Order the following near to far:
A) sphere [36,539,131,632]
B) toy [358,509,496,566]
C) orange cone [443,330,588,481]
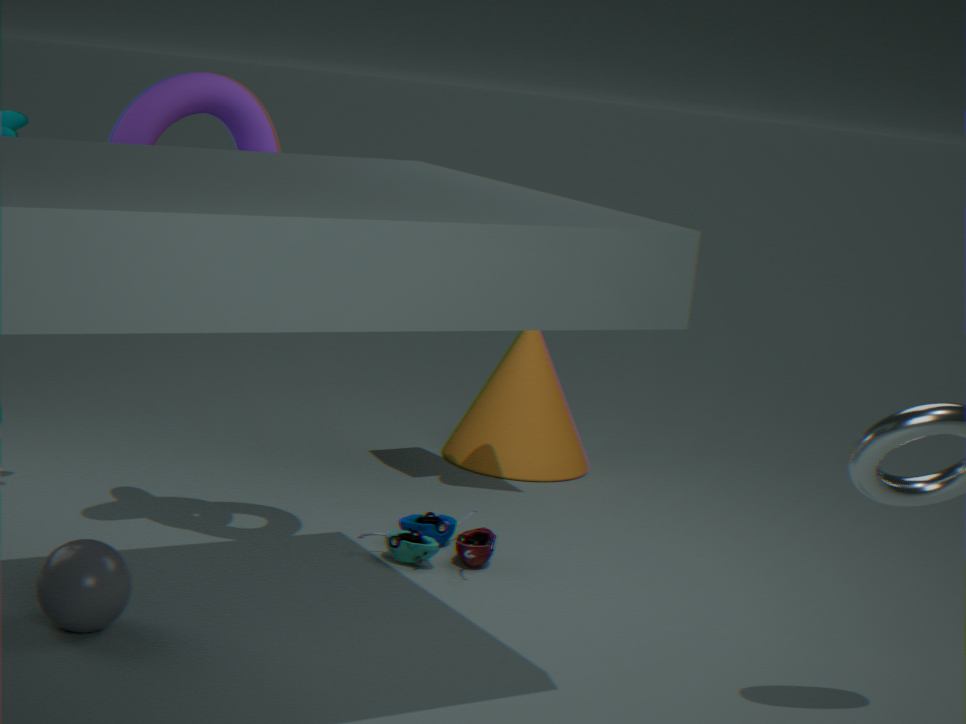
sphere [36,539,131,632]
toy [358,509,496,566]
orange cone [443,330,588,481]
